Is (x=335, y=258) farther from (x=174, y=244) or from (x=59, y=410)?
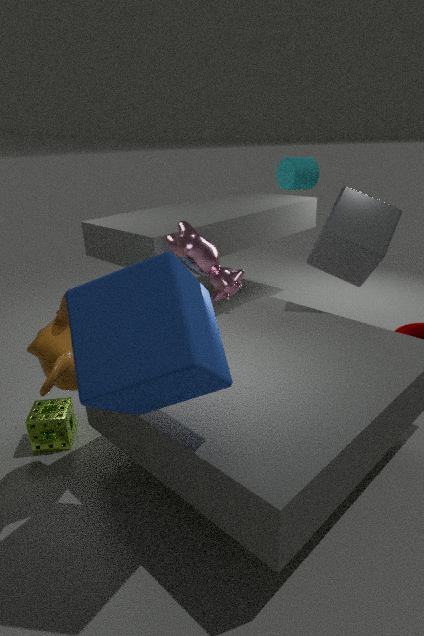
(x=59, y=410)
